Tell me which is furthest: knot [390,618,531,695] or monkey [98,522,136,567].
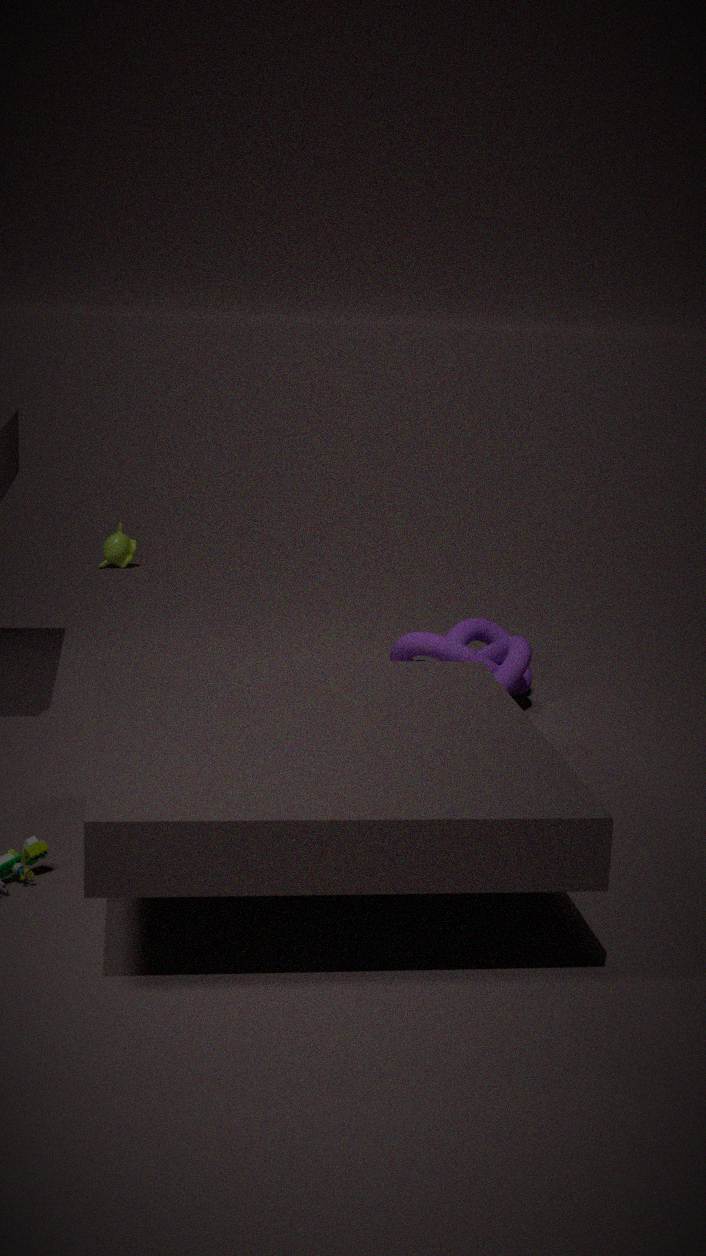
monkey [98,522,136,567]
